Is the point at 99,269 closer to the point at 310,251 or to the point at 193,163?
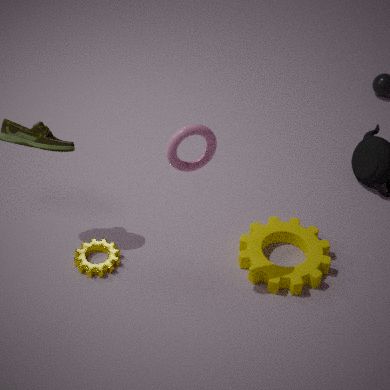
the point at 193,163
